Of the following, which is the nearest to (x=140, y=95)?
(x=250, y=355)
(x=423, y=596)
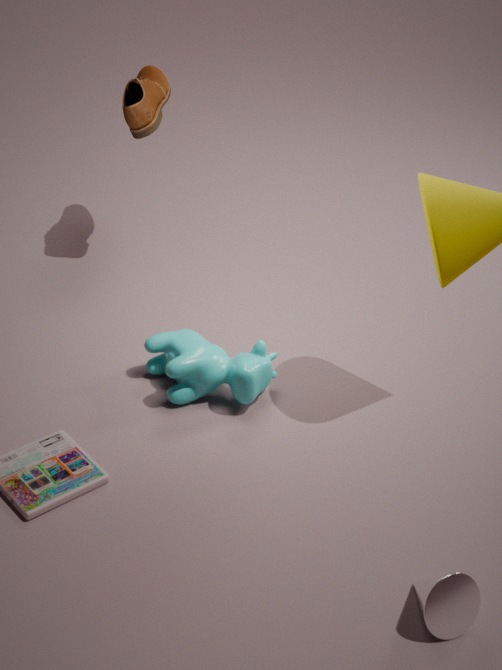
(x=250, y=355)
